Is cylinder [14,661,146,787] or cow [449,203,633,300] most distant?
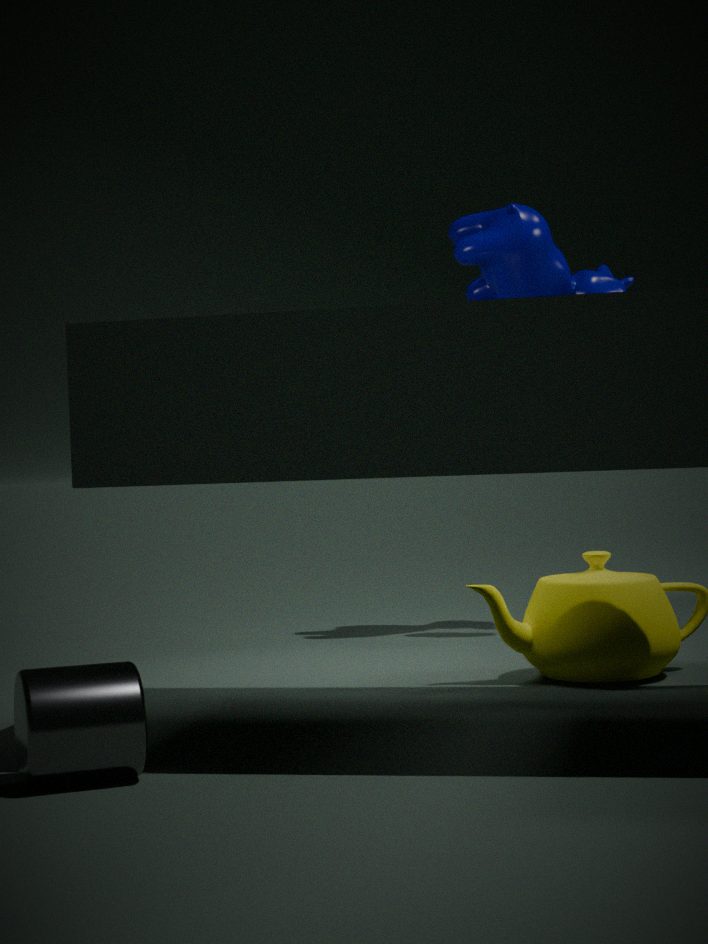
cow [449,203,633,300]
